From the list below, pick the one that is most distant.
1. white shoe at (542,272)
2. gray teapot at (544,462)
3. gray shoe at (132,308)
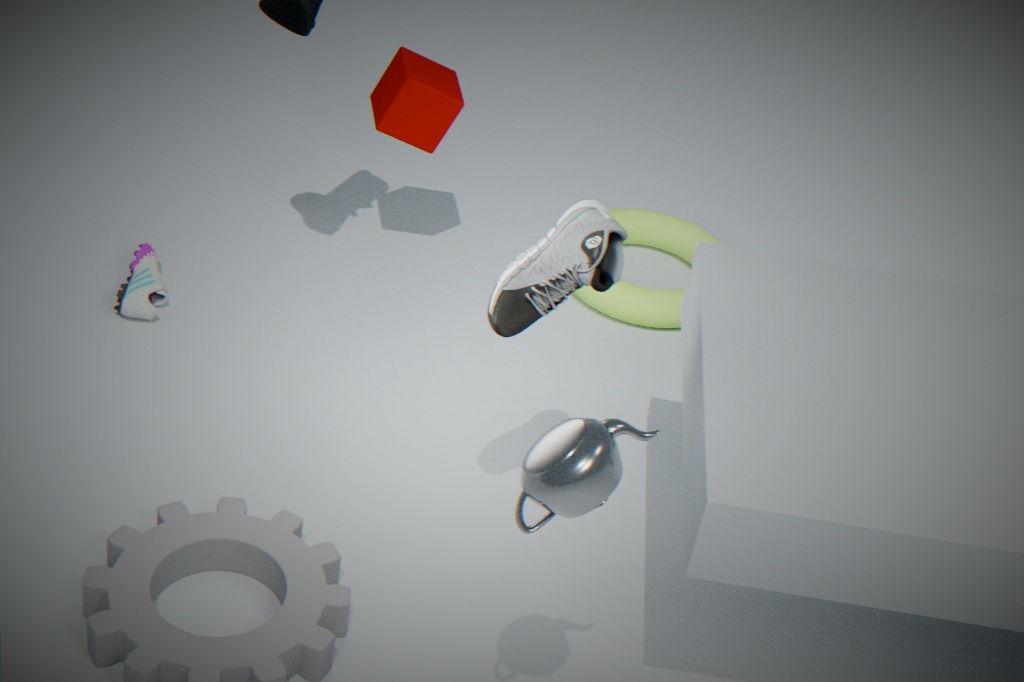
gray shoe at (132,308)
